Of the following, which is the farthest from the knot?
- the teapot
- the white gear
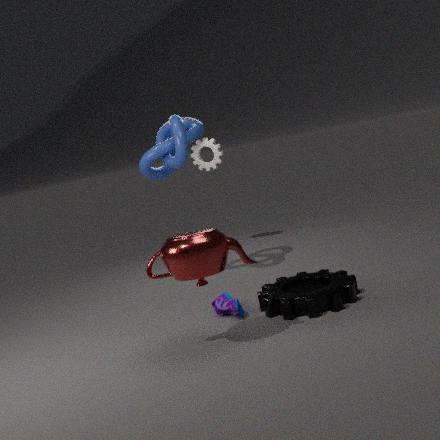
the teapot
